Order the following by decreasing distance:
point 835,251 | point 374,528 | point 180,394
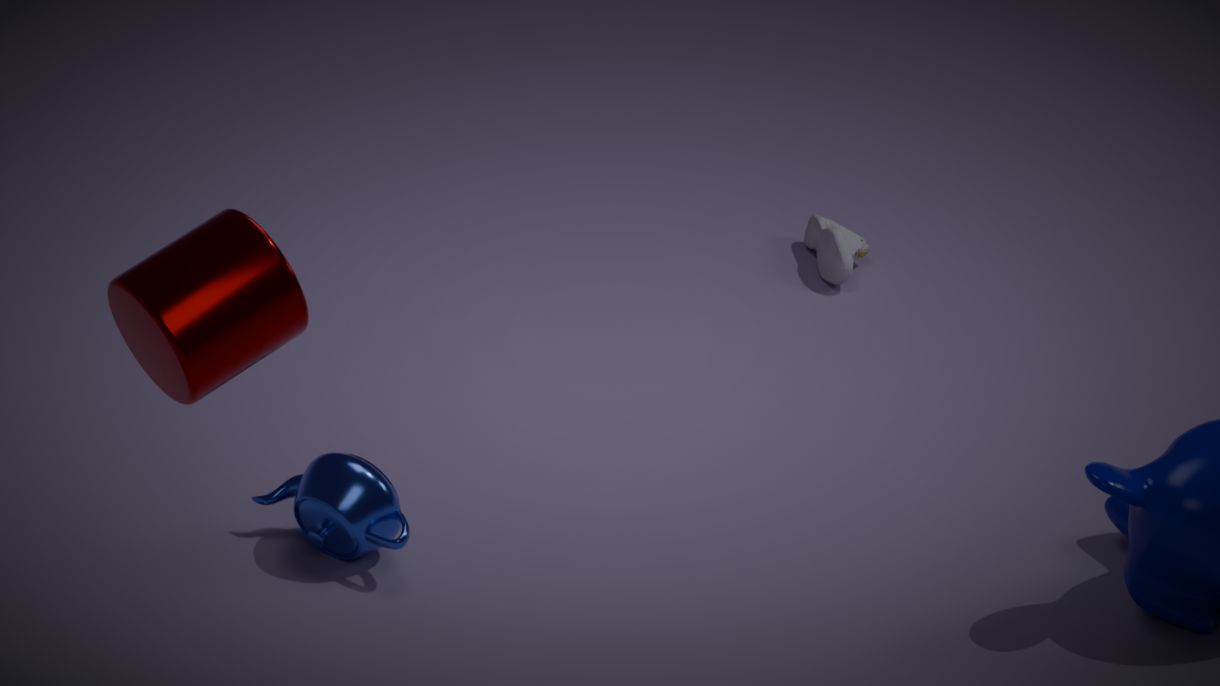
point 835,251 < point 374,528 < point 180,394
